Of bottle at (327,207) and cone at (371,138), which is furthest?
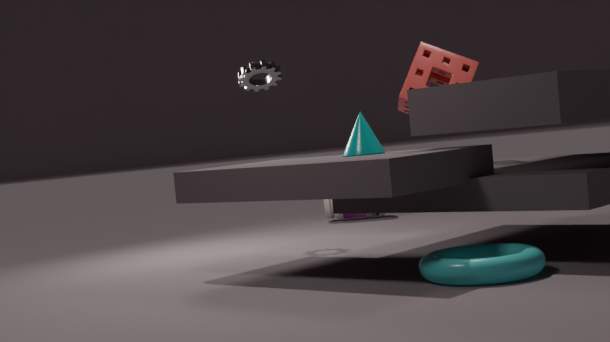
bottle at (327,207)
